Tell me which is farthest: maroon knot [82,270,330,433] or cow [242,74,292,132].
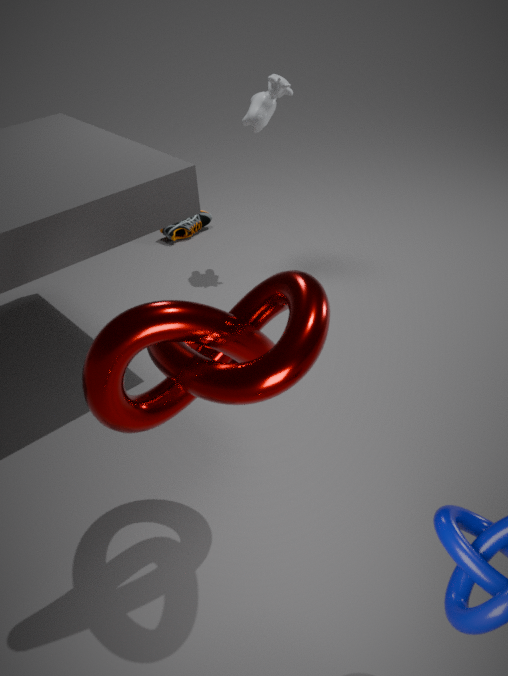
cow [242,74,292,132]
